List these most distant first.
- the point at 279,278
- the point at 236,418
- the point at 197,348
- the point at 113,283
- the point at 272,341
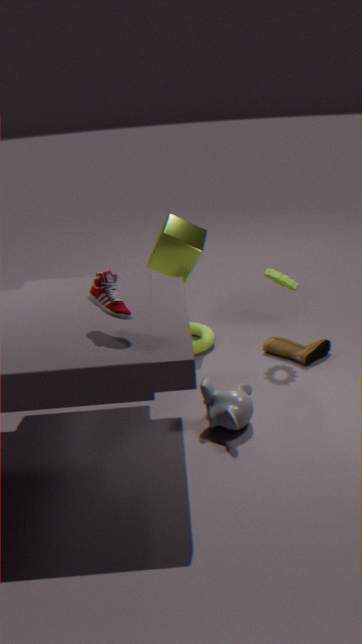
the point at 197,348, the point at 272,341, the point at 279,278, the point at 236,418, the point at 113,283
